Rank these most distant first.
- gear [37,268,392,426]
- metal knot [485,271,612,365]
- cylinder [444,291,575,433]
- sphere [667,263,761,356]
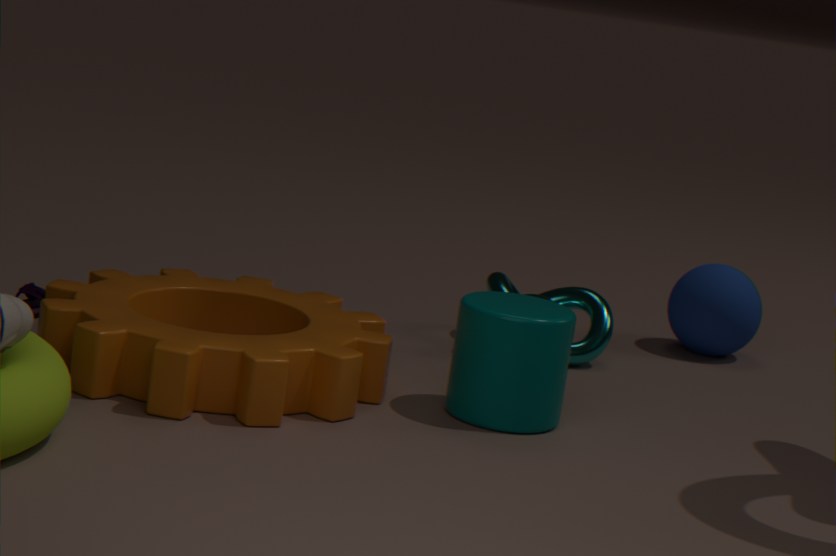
sphere [667,263,761,356] → metal knot [485,271,612,365] → cylinder [444,291,575,433] → gear [37,268,392,426]
